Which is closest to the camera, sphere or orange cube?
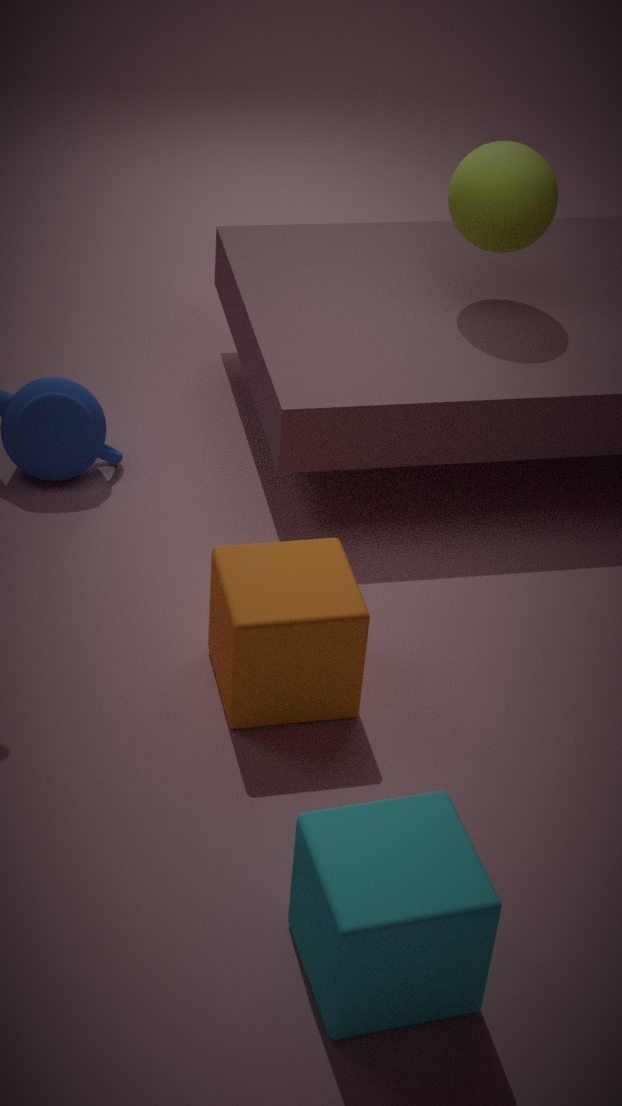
orange cube
